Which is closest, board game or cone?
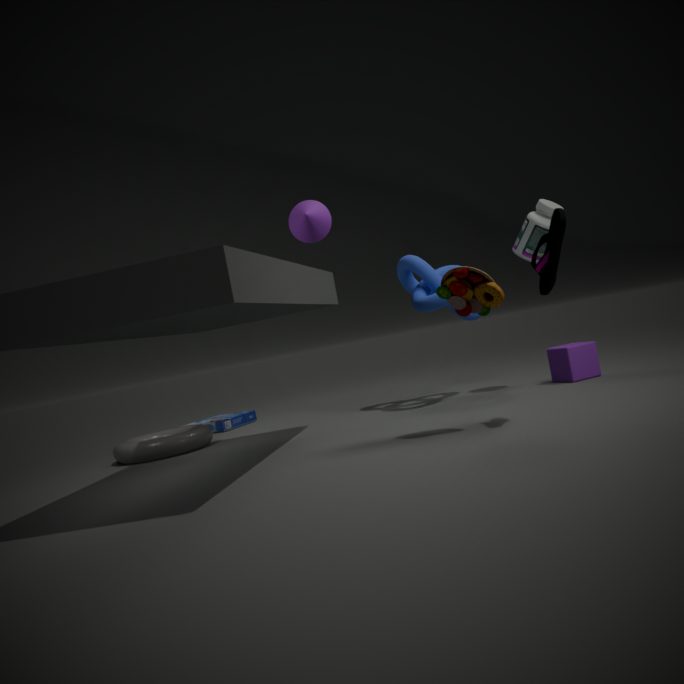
cone
